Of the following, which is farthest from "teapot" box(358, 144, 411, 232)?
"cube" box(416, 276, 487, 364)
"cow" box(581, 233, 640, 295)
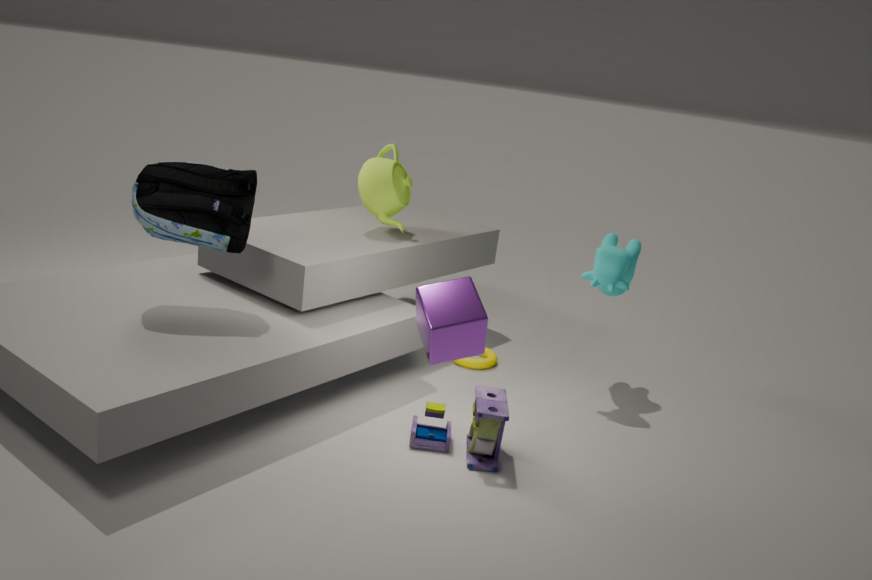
"cube" box(416, 276, 487, 364)
